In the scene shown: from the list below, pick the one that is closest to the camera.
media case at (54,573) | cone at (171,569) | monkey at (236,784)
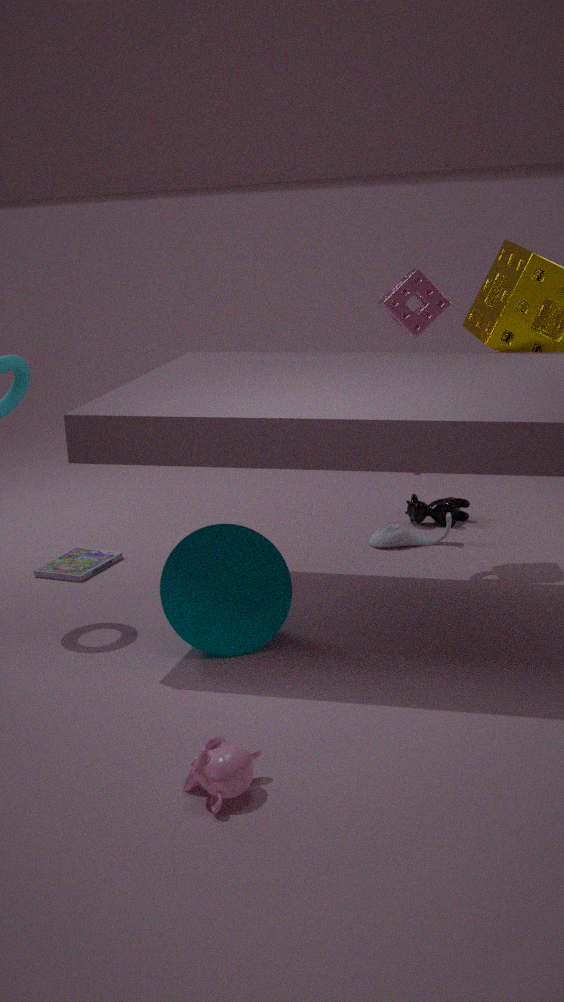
monkey at (236,784)
